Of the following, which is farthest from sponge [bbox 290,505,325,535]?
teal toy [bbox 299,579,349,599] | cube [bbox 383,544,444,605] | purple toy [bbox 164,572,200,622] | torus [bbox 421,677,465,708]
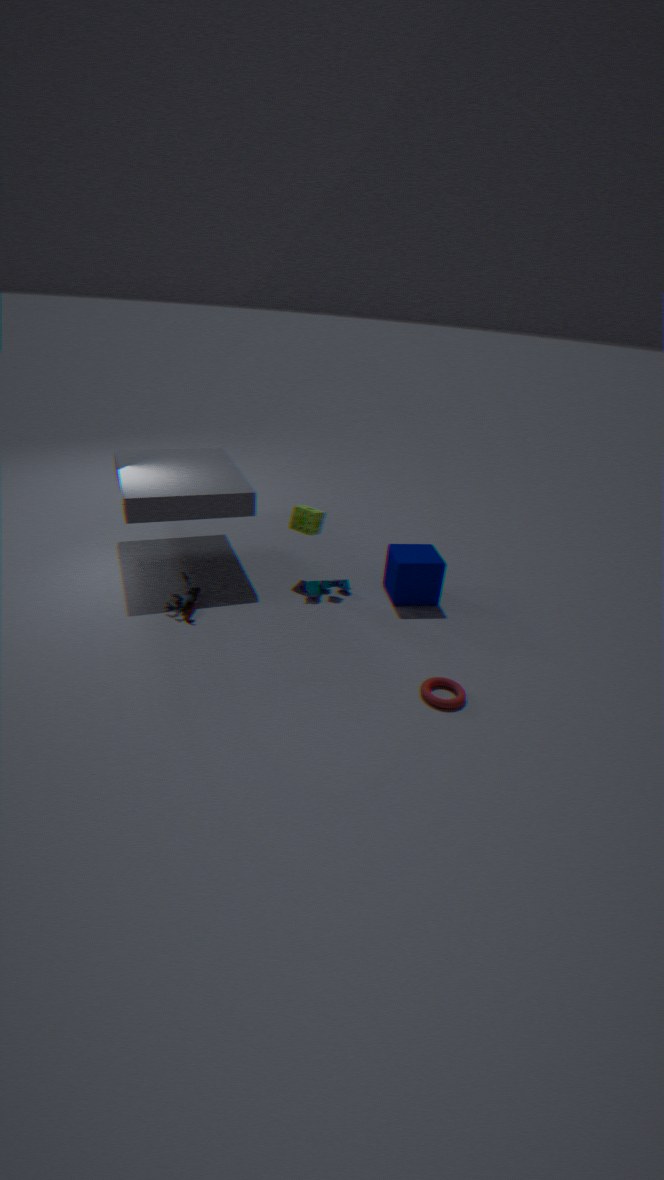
torus [bbox 421,677,465,708]
